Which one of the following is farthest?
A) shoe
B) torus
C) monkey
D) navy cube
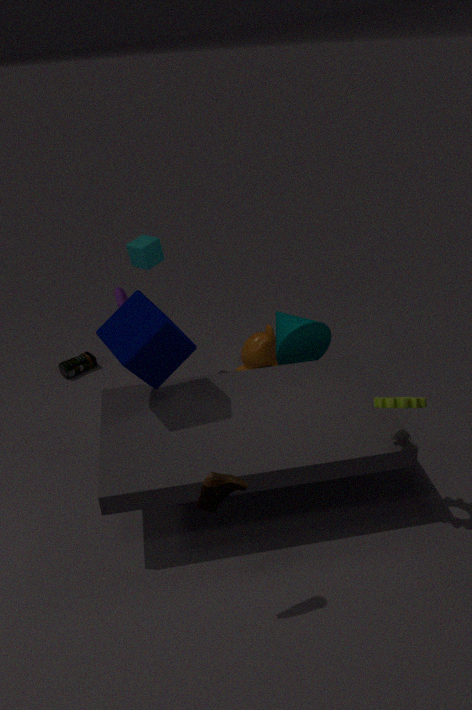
monkey
